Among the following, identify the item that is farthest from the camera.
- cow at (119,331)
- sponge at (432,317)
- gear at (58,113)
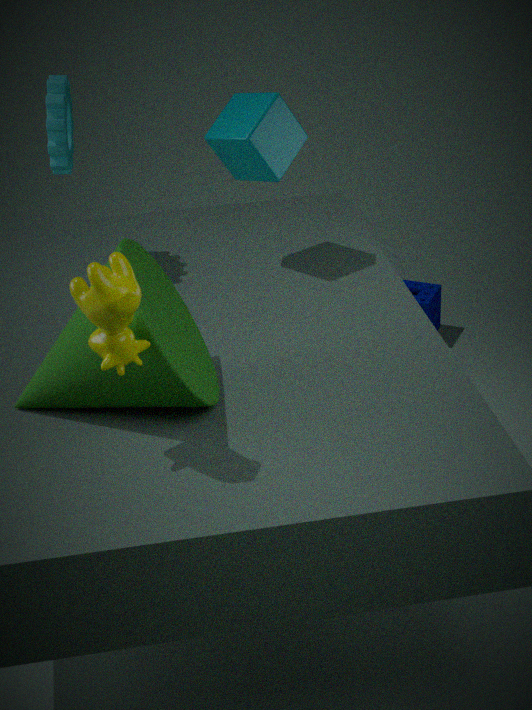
sponge at (432,317)
